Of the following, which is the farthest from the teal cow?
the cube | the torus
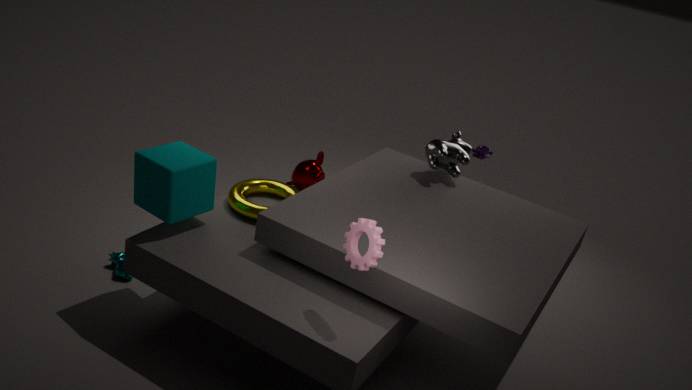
the torus
